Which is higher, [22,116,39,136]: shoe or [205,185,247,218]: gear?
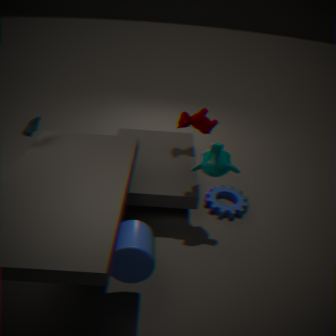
[22,116,39,136]: shoe
